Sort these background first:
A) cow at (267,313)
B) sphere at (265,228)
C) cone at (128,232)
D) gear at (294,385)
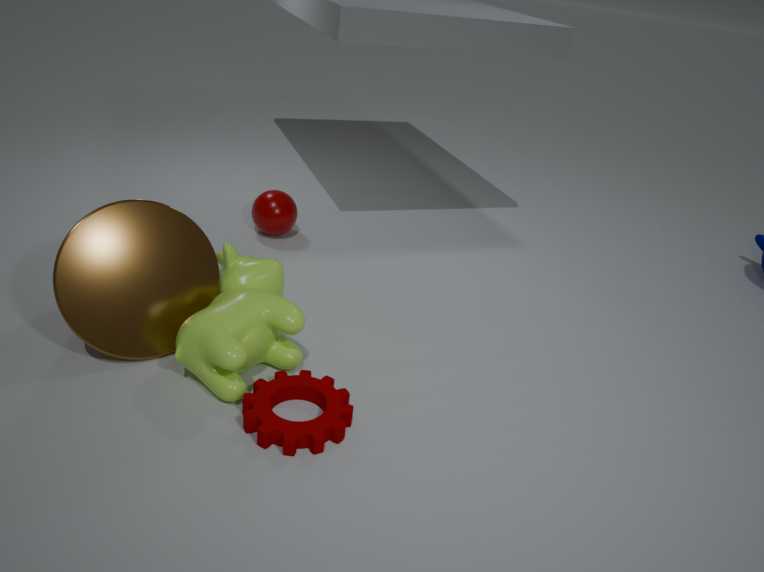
sphere at (265,228)
cone at (128,232)
cow at (267,313)
gear at (294,385)
